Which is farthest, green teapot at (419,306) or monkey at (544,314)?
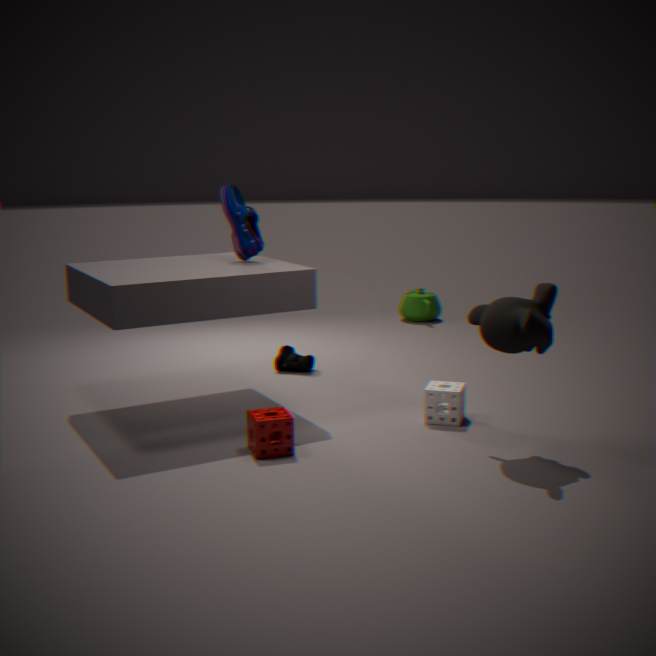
green teapot at (419,306)
